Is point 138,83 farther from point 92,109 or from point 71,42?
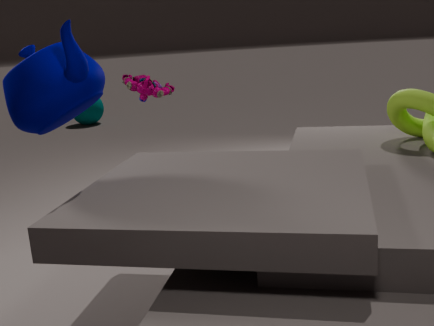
point 92,109
